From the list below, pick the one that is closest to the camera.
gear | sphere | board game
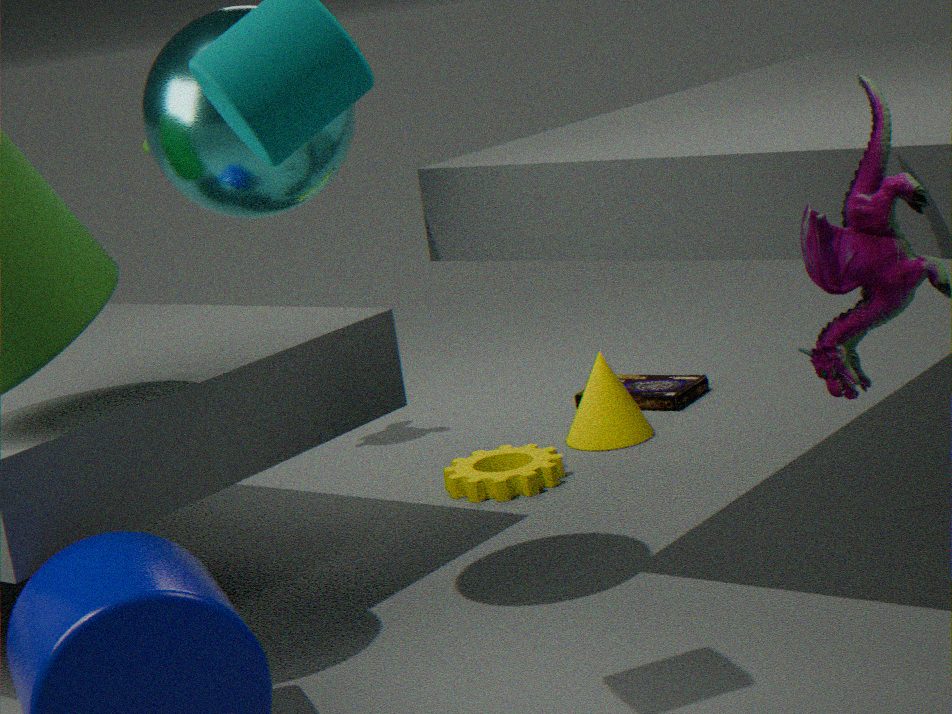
sphere
